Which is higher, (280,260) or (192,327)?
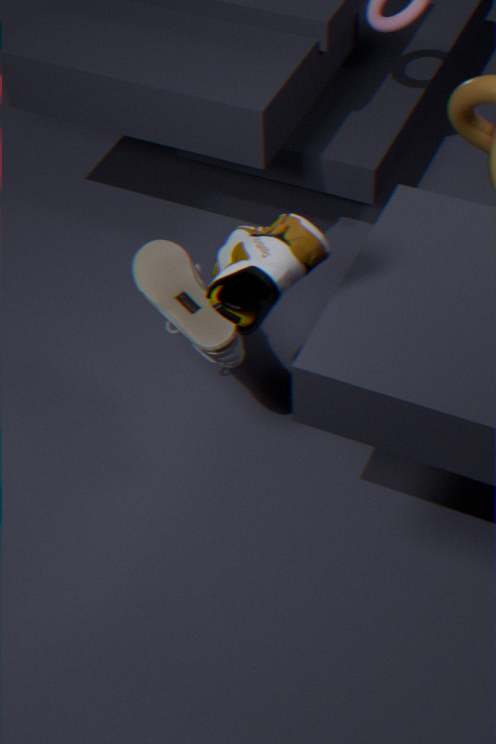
(280,260)
